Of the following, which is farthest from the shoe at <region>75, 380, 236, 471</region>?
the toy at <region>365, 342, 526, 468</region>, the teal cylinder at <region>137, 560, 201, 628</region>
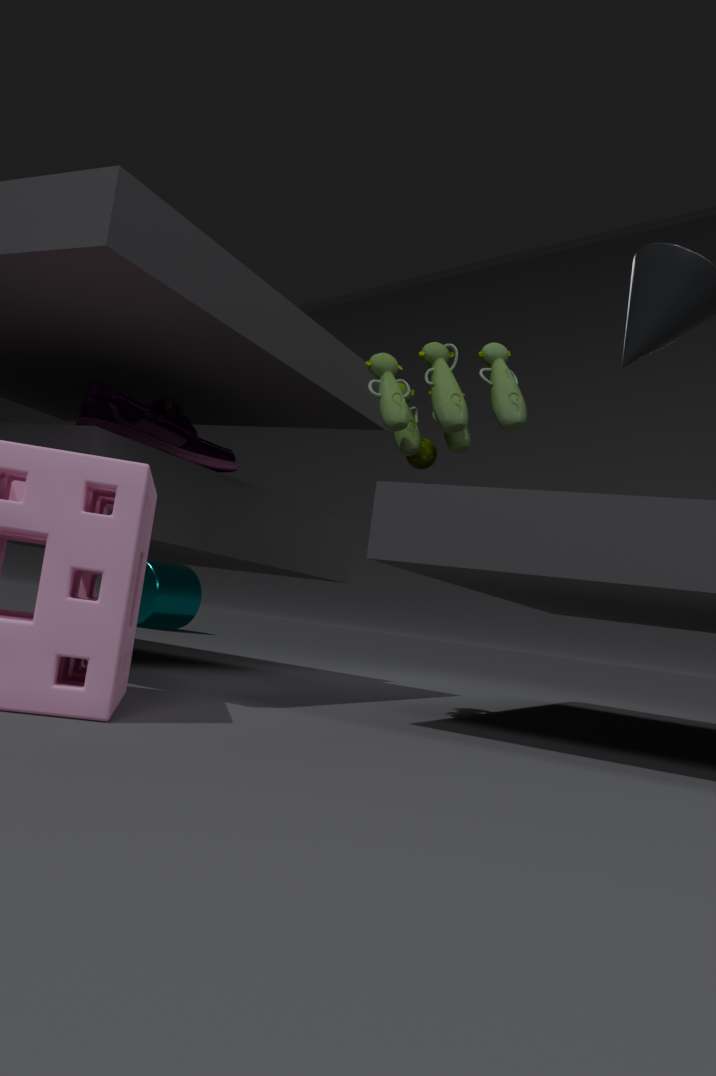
the teal cylinder at <region>137, 560, 201, 628</region>
